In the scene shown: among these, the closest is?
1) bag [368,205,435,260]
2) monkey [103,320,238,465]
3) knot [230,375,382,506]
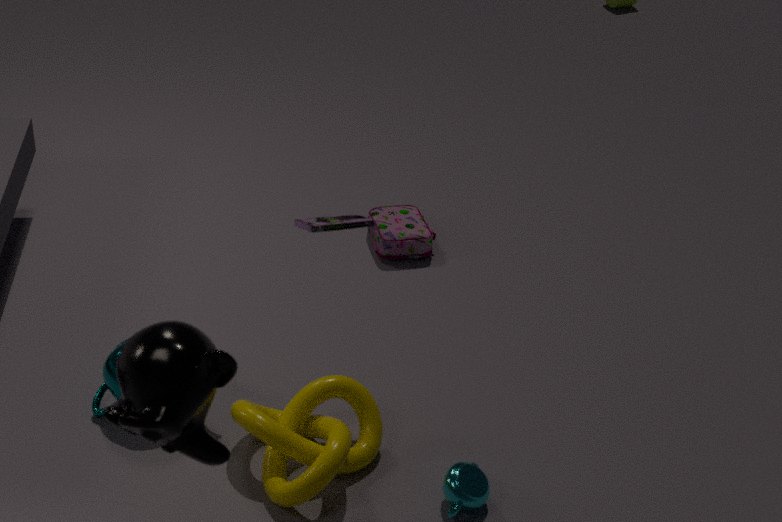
2. monkey [103,320,238,465]
